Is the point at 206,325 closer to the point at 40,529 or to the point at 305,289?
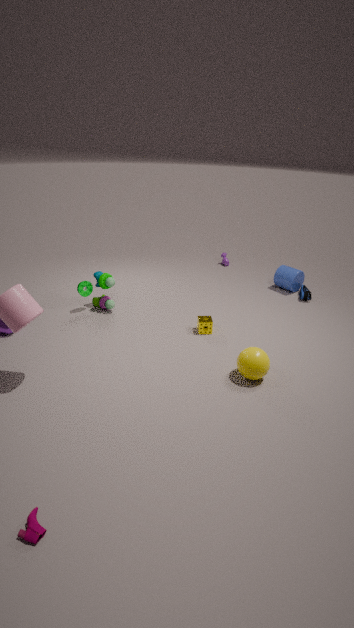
the point at 305,289
